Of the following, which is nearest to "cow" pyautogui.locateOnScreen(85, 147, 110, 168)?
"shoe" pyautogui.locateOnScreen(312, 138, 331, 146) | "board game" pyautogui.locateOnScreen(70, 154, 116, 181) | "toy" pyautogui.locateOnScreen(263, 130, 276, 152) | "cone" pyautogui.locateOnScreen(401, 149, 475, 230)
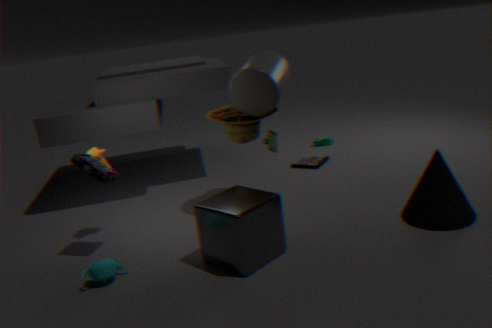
"board game" pyautogui.locateOnScreen(70, 154, 116, 181)
